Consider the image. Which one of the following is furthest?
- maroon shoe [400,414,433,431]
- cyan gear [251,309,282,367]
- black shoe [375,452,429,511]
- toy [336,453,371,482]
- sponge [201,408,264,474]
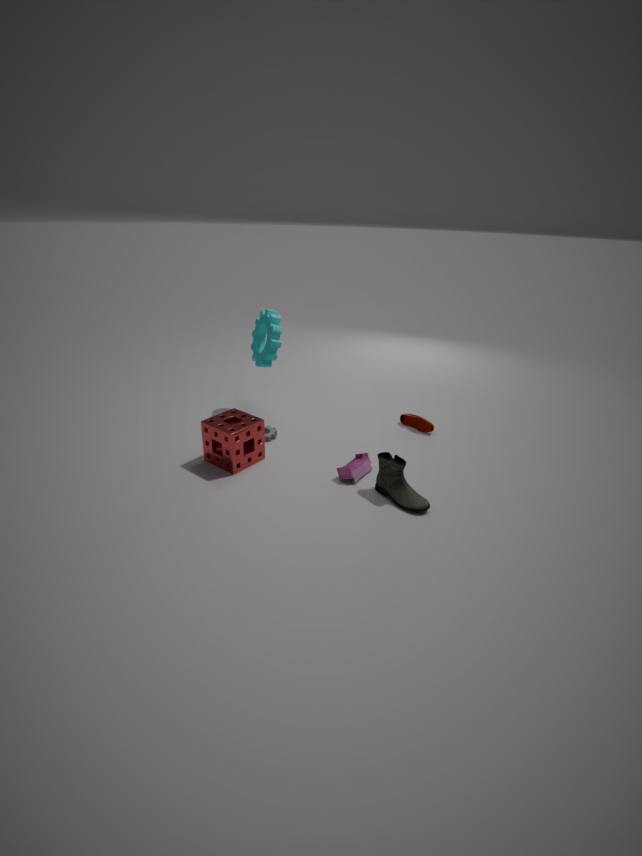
maroon shoe [400,414,433,431]
